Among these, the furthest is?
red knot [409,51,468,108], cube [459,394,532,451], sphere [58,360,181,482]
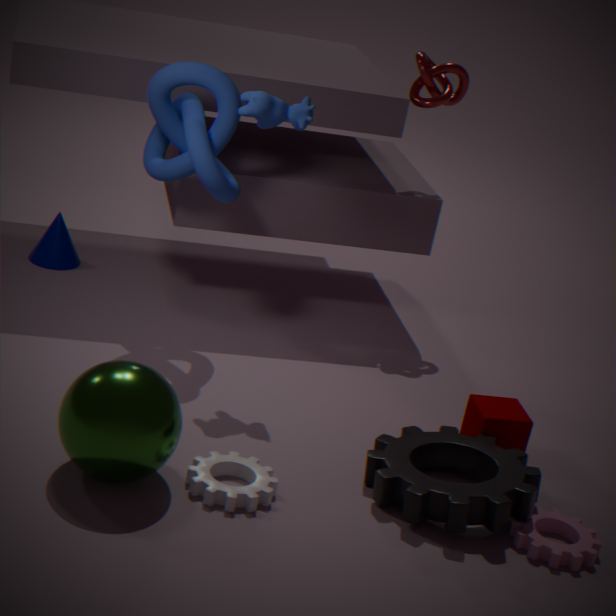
red knot [409,51,468,108]
